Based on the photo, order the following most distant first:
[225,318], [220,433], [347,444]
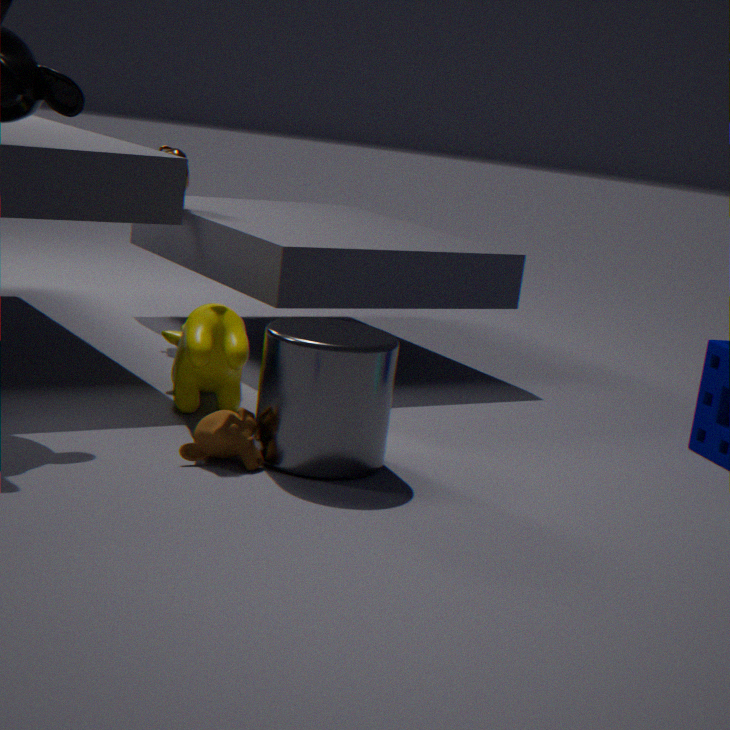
1. [225,318]
2. [347,444]
3. [220,433]
